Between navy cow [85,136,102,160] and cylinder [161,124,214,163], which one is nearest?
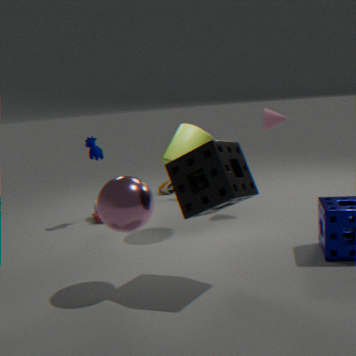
cylinder [161,124,214,163]
